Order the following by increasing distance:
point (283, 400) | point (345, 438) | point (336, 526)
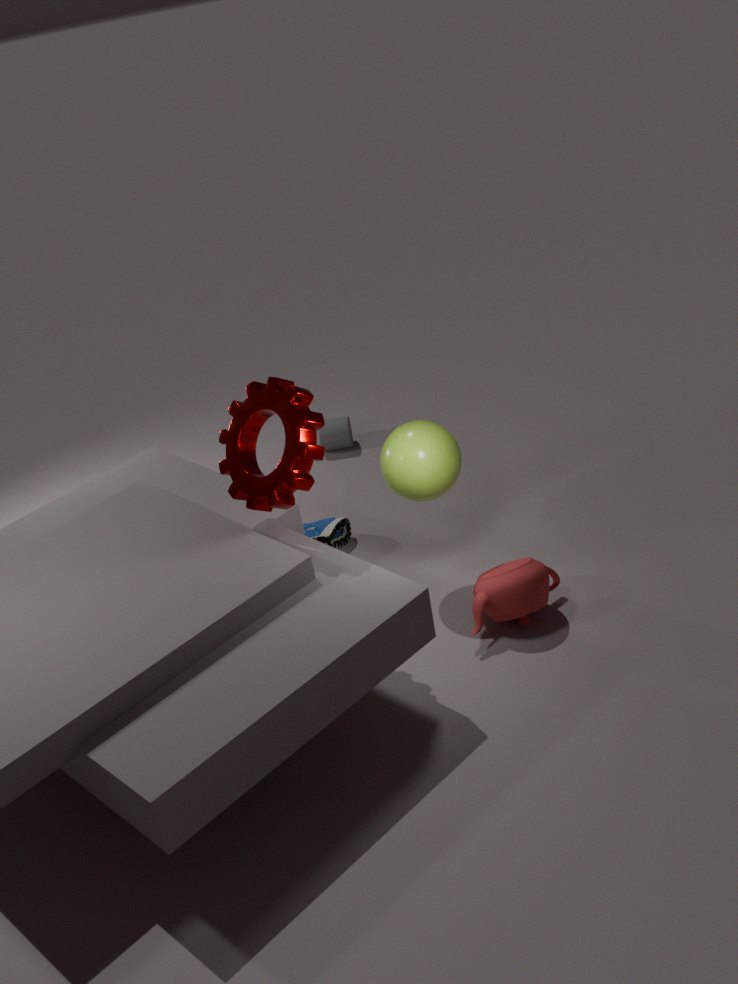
point (283, 400)
point (336, 526)
point (345, 438)
